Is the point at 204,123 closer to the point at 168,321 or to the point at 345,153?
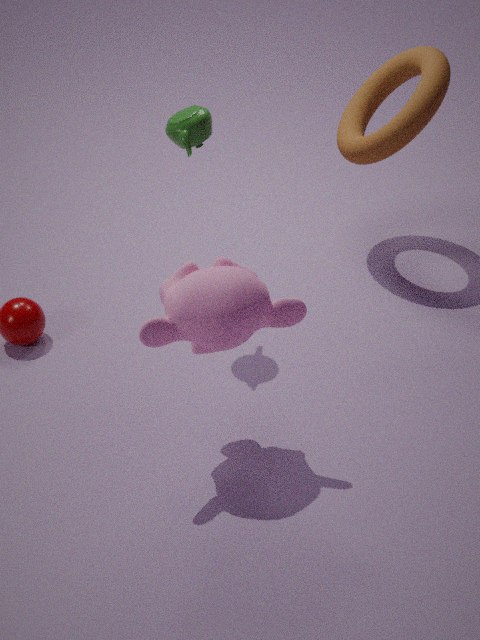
the point at 168,321
